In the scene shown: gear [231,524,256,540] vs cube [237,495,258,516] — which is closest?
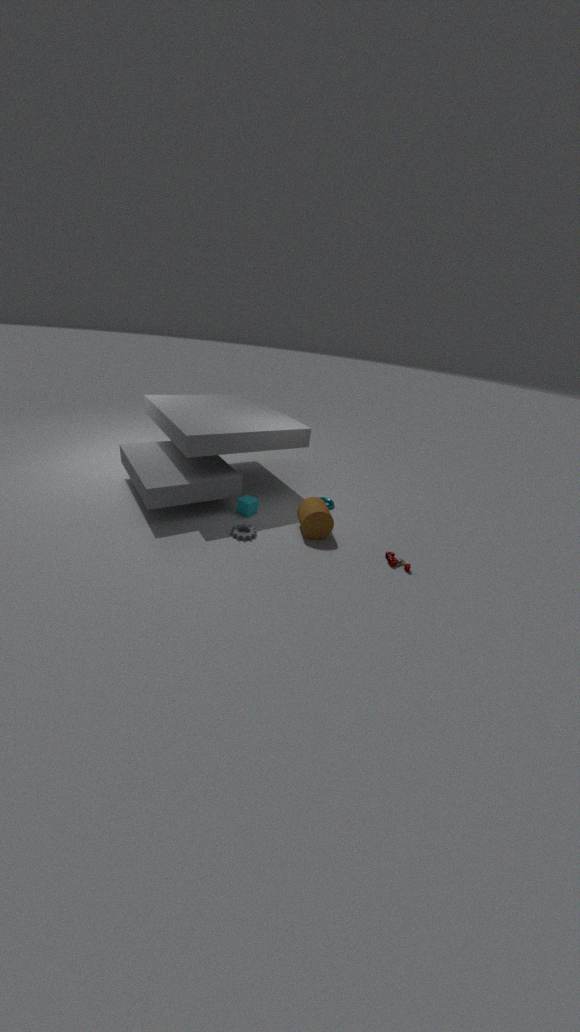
gear [231,524,256,540]
